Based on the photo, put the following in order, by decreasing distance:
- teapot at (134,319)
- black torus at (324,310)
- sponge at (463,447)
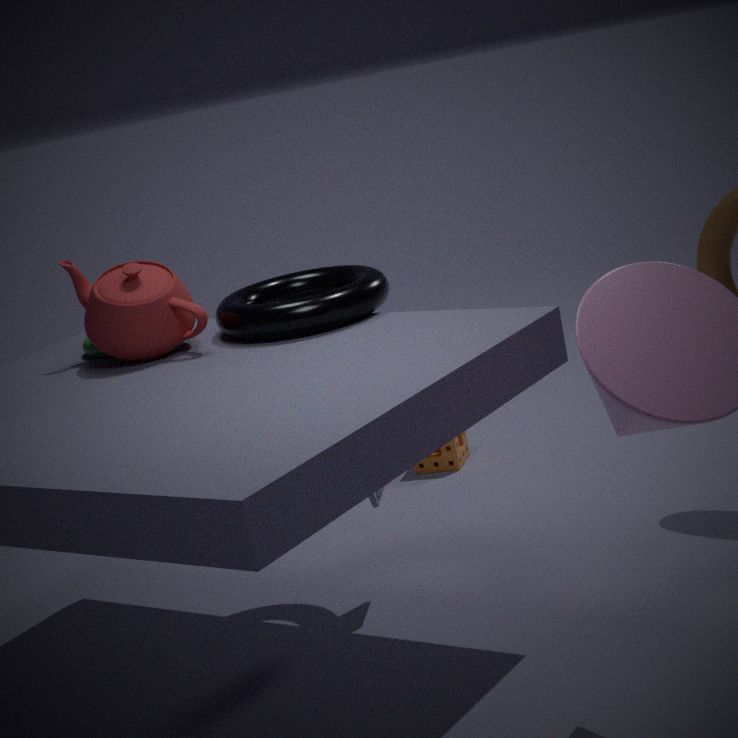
sponge at (463,447)
teapot at (134,319)
black torus at (324,310)
